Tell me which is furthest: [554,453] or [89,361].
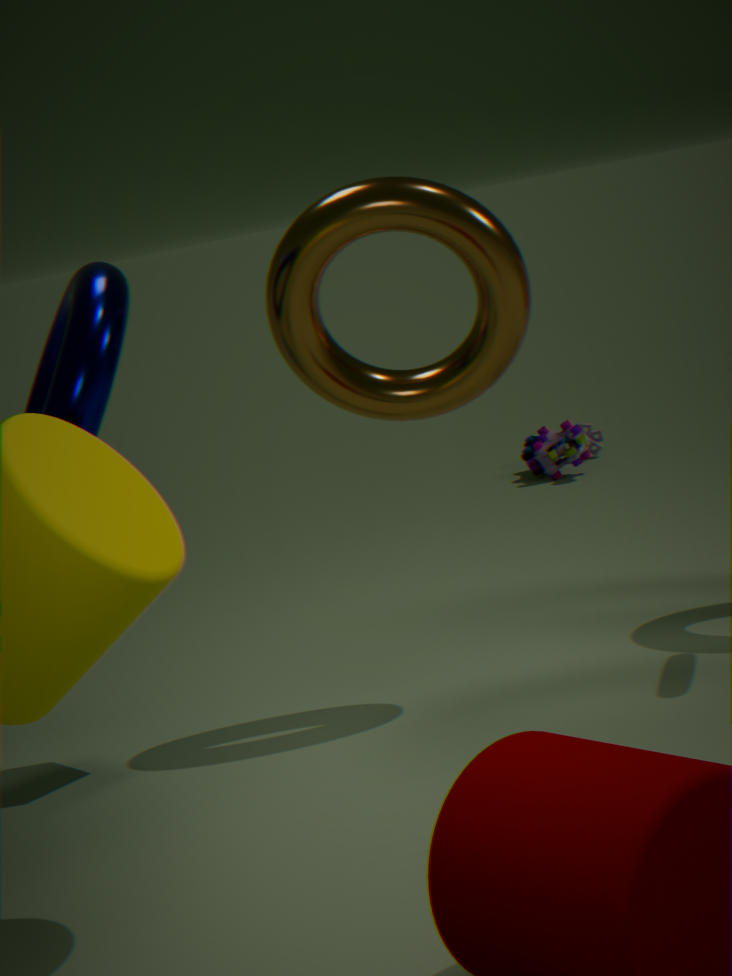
[554,453]
